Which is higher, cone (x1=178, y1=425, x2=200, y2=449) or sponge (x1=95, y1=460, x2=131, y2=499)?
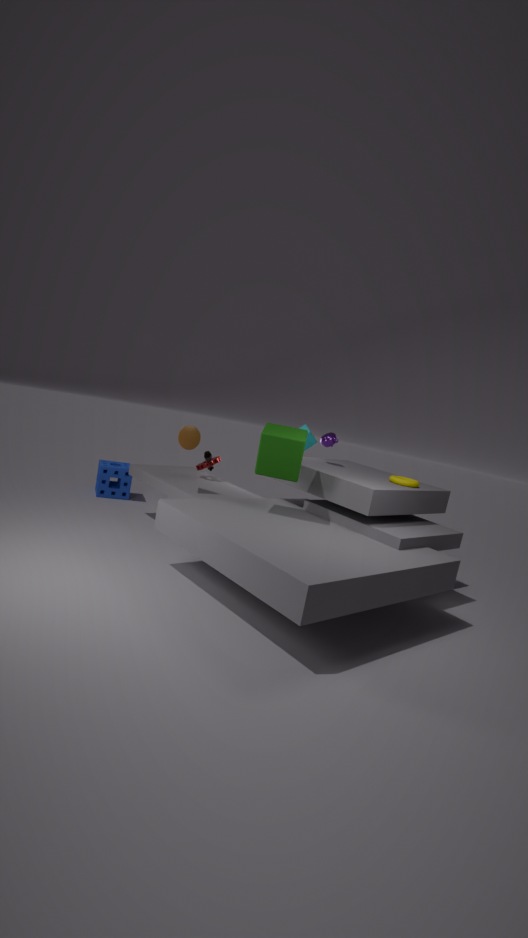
cone (x1=178, y1=425, x2=200, y2=449)
